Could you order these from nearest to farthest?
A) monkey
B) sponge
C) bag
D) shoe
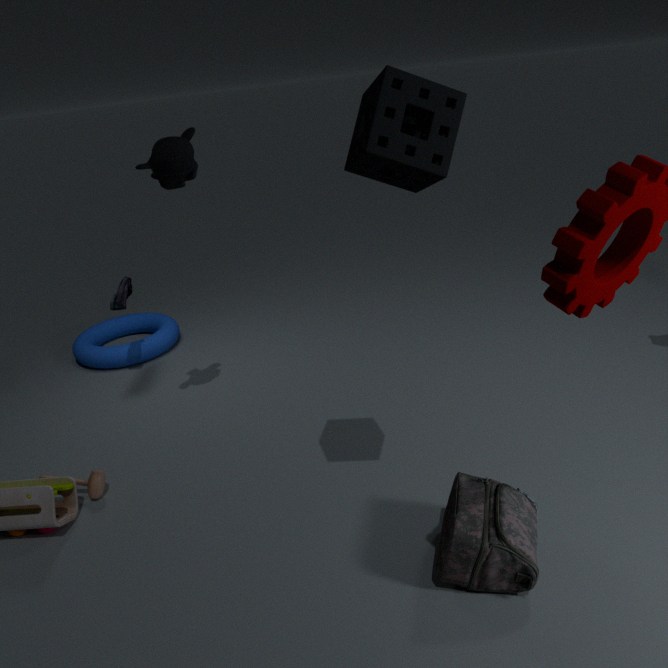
sponge → bag → monkey → shoe
